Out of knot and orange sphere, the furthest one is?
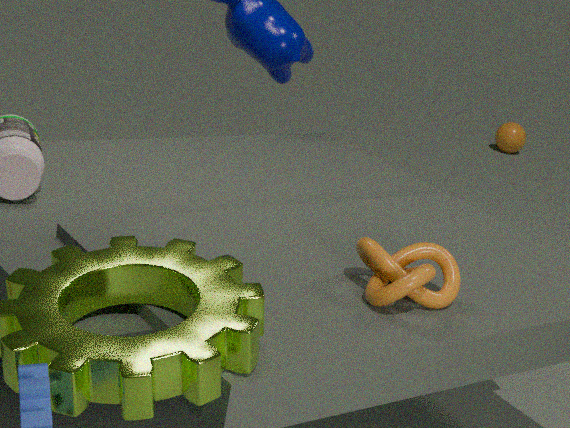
orange sphere
